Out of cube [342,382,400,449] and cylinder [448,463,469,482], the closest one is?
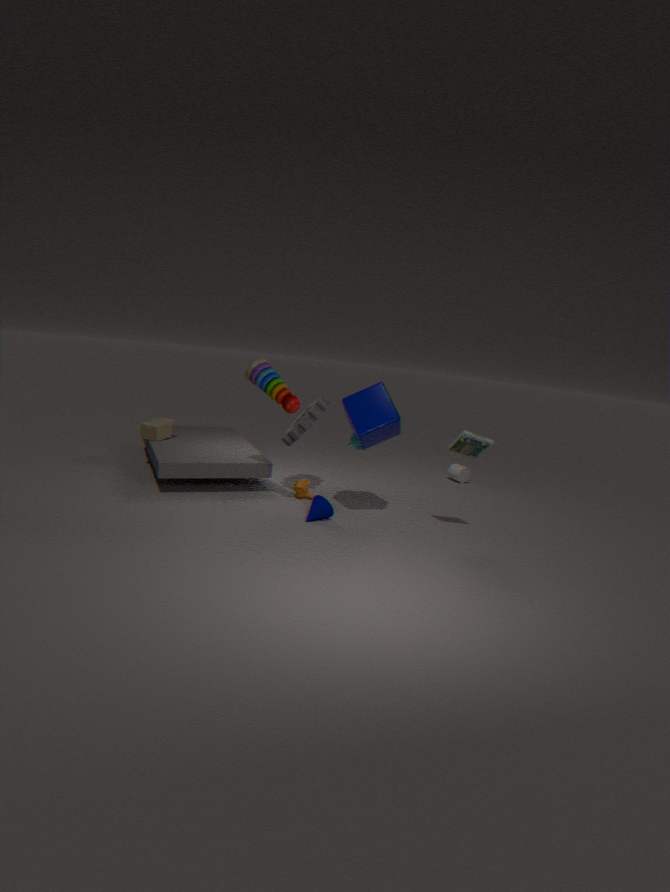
cube [342,382,400,449]
